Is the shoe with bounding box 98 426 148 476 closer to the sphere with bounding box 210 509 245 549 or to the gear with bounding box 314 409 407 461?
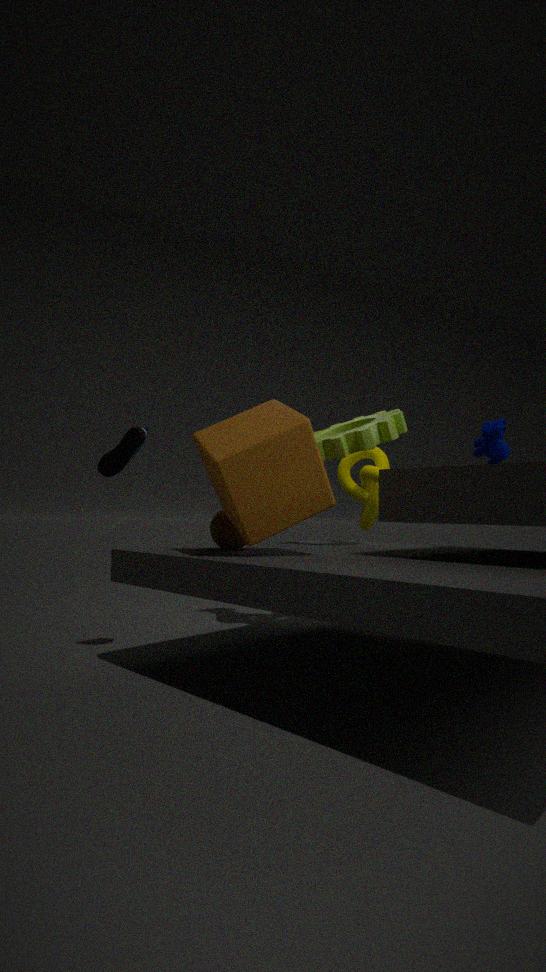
the sphere with bounding box 210 509 245 549
